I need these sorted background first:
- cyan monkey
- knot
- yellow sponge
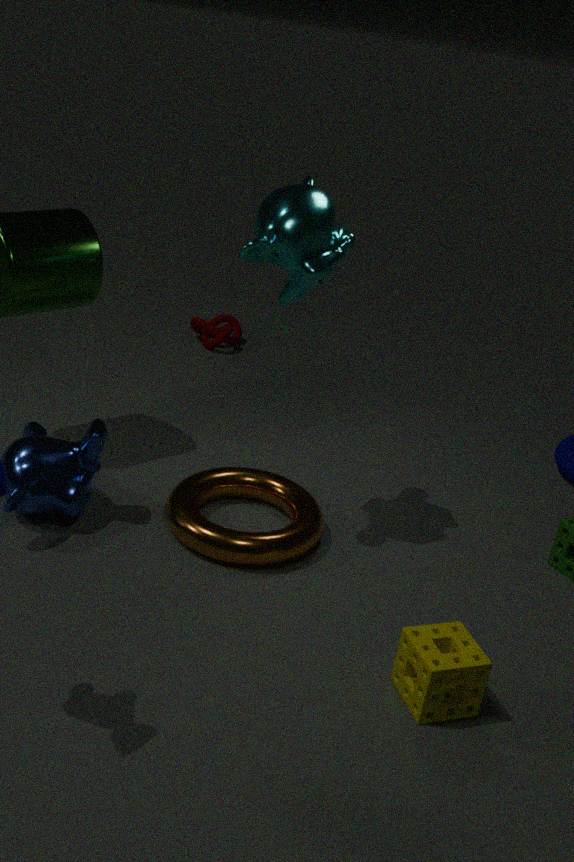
1. knot
2. cyan monkey
3. yellow sponge
